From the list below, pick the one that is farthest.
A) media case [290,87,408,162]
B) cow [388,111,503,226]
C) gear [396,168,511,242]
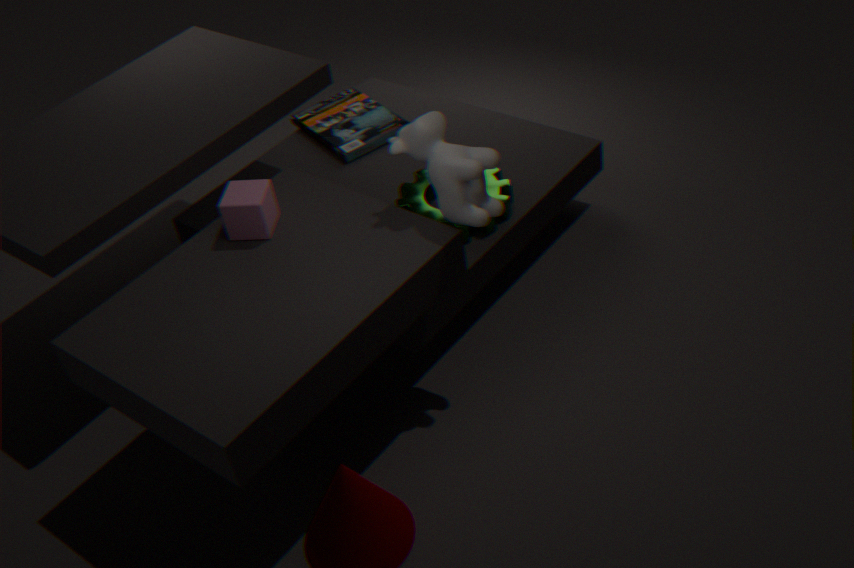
media case [290,87,408,162]
